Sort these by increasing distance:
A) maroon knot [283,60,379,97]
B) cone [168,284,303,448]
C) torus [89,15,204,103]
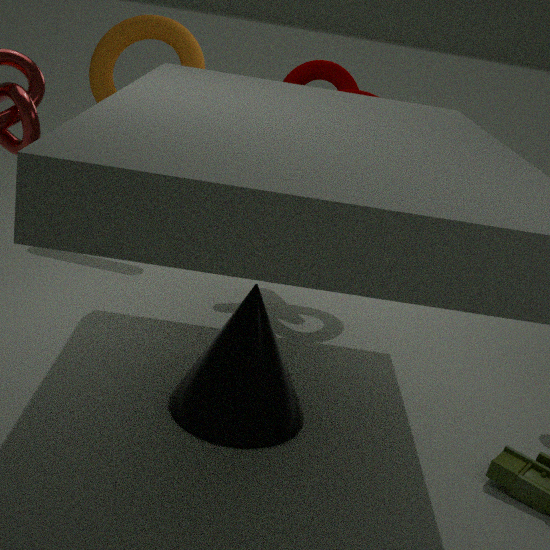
1. cone [168,284,303,448]
2. maroon knot [283,60,379,97]
3. torus [89,15,204,103]
